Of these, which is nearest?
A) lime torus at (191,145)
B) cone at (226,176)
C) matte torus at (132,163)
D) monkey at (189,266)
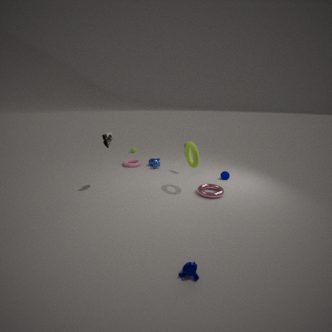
monkey at (189,266)
